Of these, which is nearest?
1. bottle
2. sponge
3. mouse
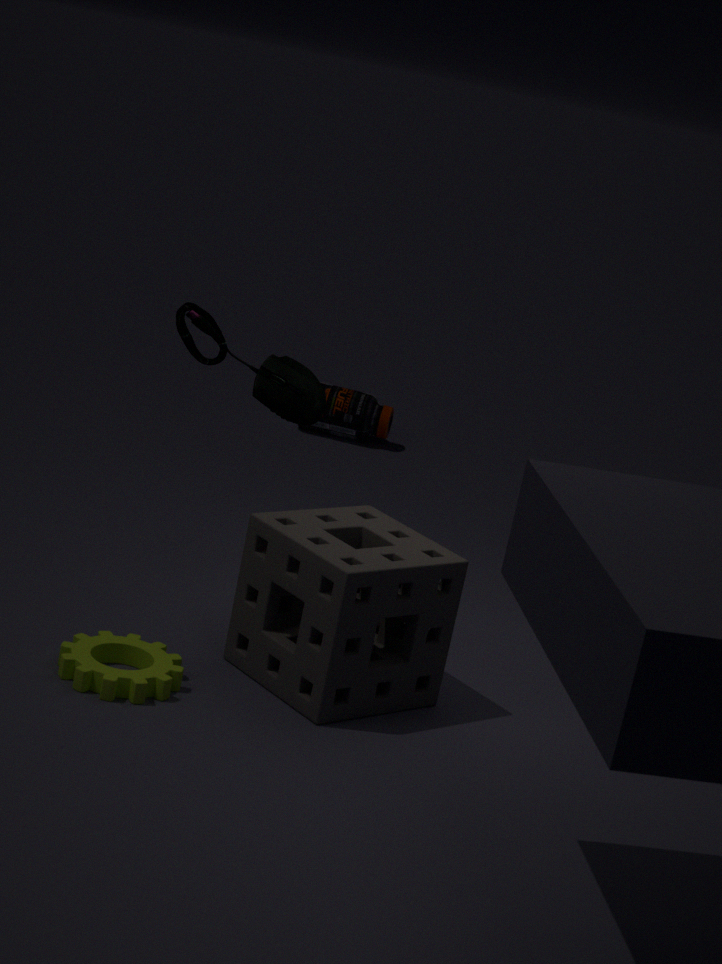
sponge
